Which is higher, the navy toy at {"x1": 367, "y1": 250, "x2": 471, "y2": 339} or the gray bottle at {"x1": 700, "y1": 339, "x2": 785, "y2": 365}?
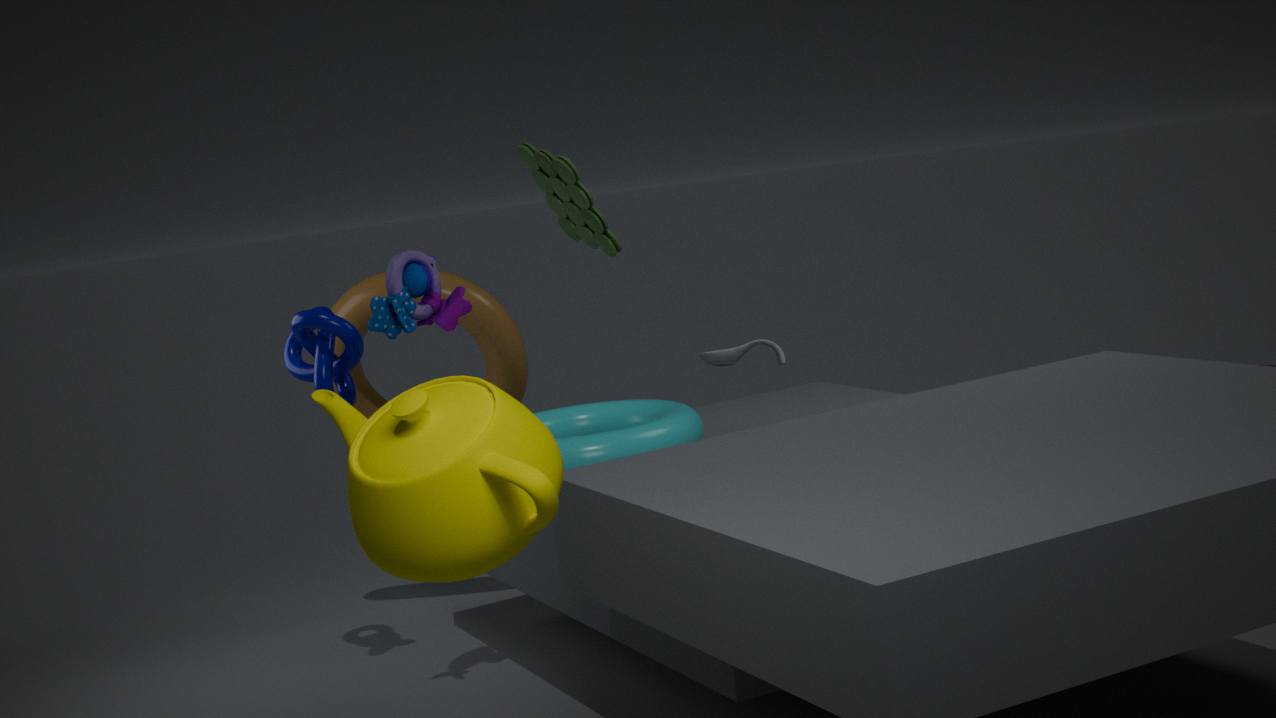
the navy toy at {"x1": 367, "y1": 250, "x2": 471, "y2": 339}
